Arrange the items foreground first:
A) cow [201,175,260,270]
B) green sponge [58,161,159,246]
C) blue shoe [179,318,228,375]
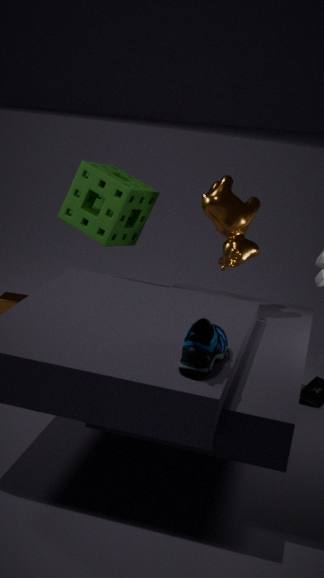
blue shoe [179,318,228,375] → cow [201,175,260,270] → green sponge [58,161,159,246]
